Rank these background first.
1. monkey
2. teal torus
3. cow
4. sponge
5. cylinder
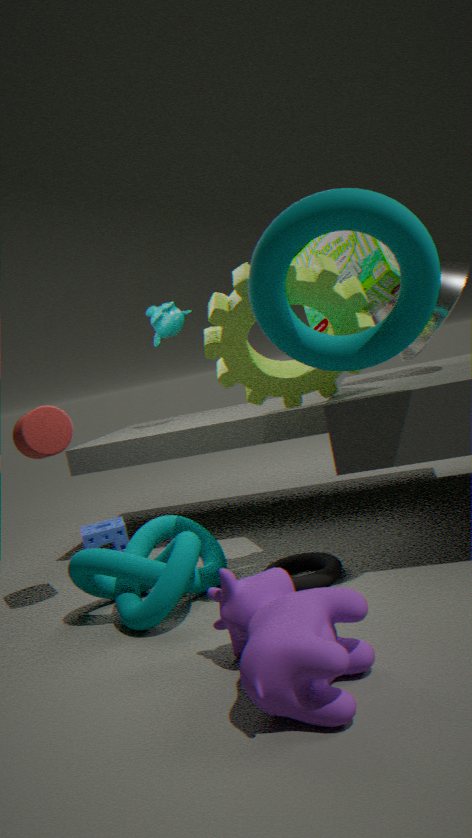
monkey < sponge < cylinder < teal torus < cow
